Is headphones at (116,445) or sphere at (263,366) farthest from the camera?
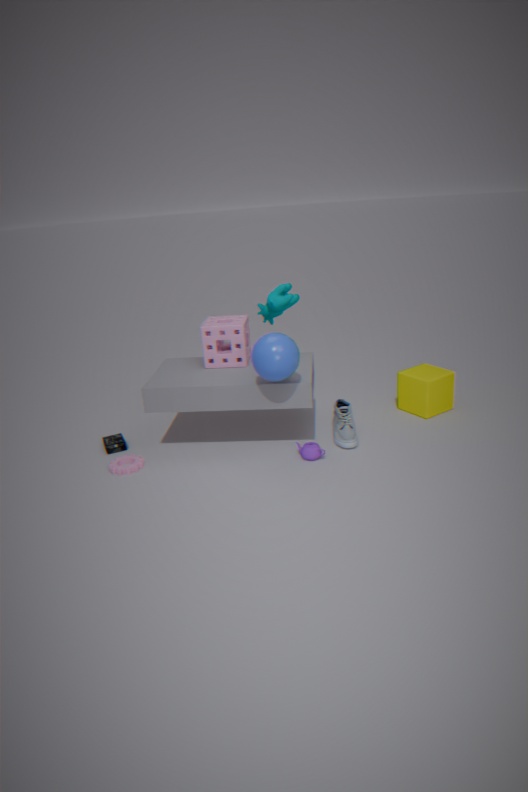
headphones at (116,445)
